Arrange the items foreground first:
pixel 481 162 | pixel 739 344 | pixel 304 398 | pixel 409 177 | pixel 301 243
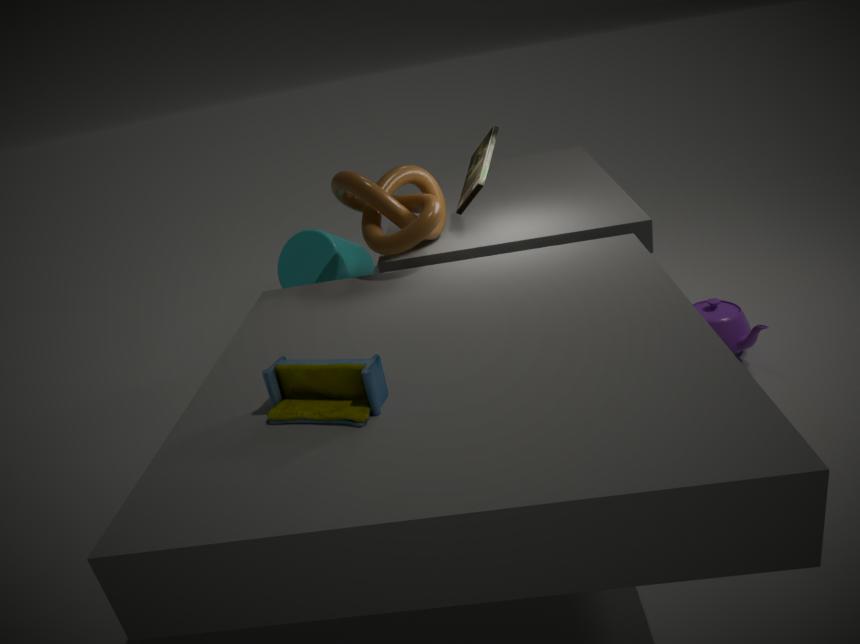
pixel 304 398
pixel 409 177
pixel 481 162
pixel 739 344
pixel 301 243
